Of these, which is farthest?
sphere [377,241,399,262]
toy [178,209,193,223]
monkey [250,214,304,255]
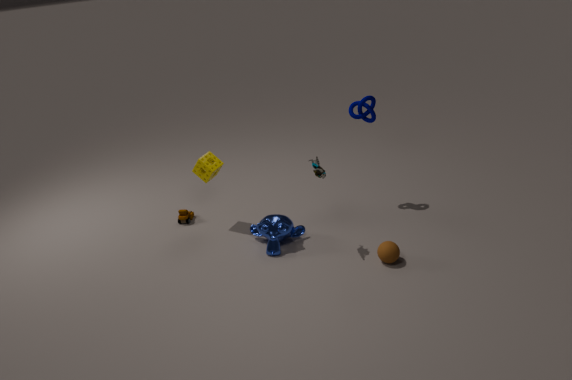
toy [178,209,193,223]
